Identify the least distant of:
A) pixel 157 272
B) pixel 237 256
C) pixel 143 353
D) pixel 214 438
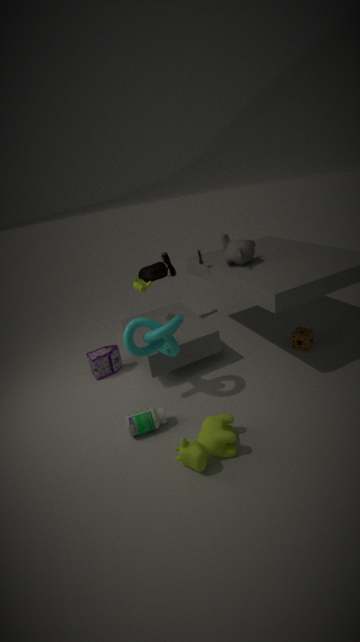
pixel 214 438
